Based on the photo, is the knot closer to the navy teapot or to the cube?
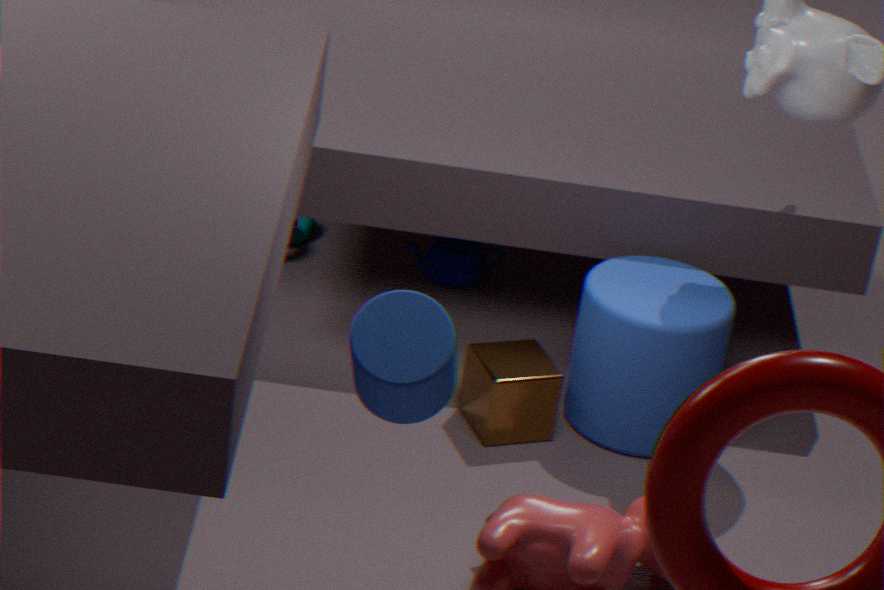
the navy teapot
